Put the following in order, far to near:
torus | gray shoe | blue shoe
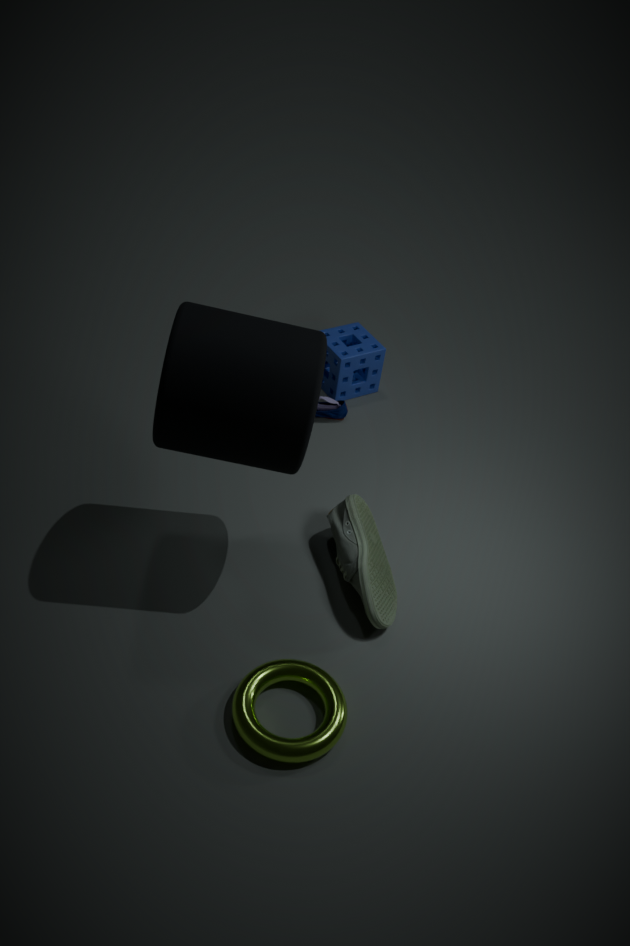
blue shoe → gray shoe → torus
